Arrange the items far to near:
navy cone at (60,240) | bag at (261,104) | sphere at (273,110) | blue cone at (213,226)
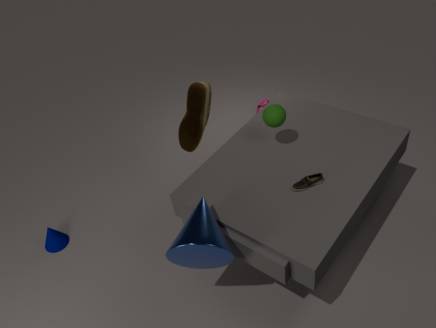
bag at (261,104) → navy cone at (60,240) → sphere at (273,110) → blue cone at (213,226)
